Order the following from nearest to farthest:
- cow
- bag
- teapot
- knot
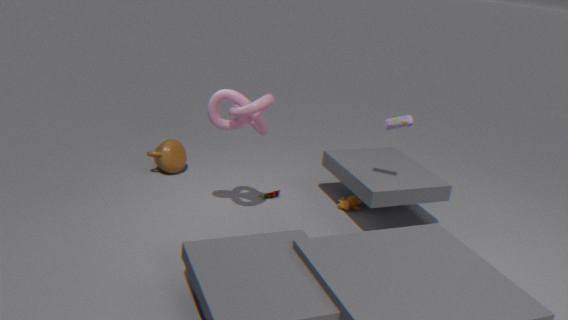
1. knot
2. bag
3. cow
4. teapot
